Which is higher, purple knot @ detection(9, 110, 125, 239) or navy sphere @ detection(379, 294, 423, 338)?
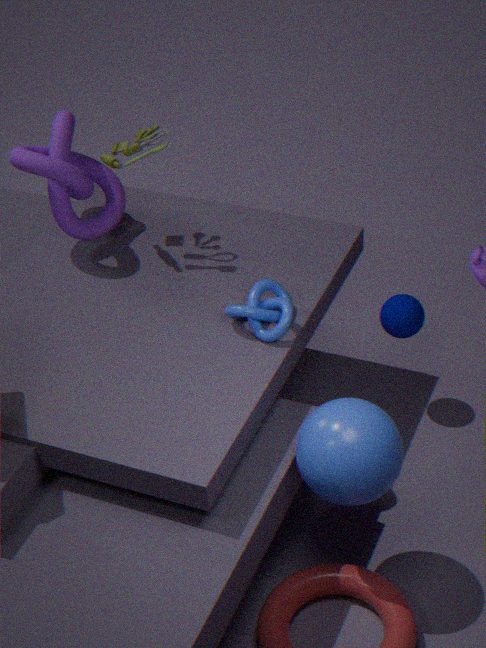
purple knot @ detection(9, 110, 125, 239)
